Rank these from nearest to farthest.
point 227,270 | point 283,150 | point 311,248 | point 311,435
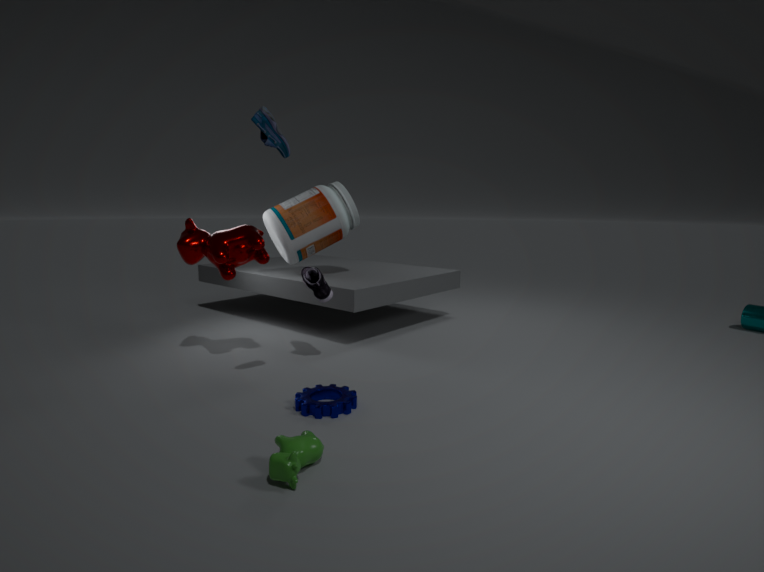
point 311,435 < point 283,150 < point 227,270 < point 311,248
